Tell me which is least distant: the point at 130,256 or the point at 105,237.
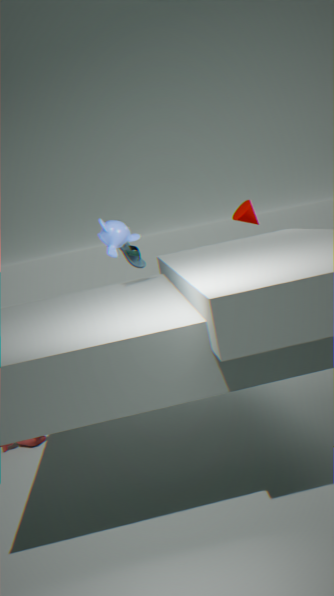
the point at 105,237
